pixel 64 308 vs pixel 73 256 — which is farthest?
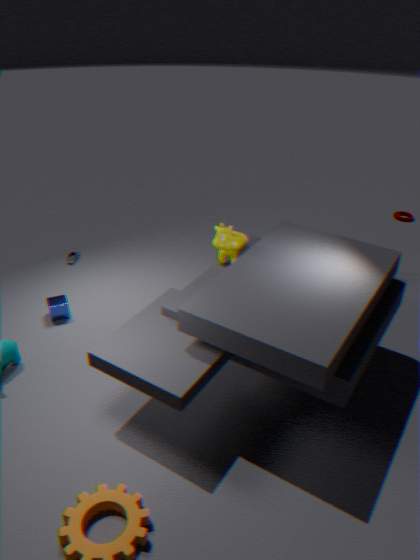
pixel 73 256
